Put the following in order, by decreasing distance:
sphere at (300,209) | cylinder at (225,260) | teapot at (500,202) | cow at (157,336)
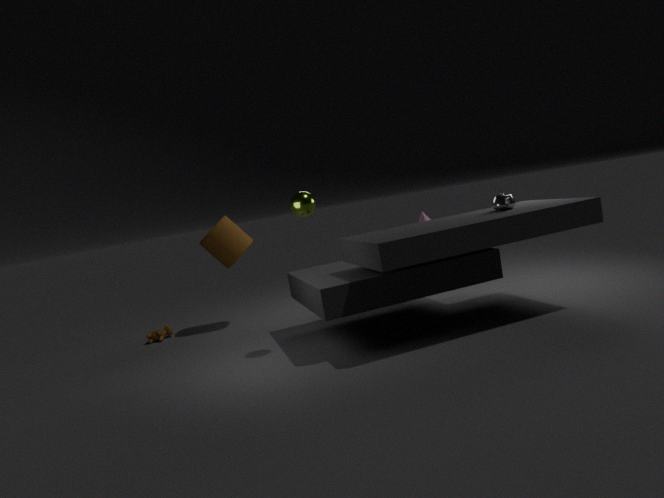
cow at (157,336) < cylinder at (225,260) < teapot at (500,202) < sphere at (300,209)
